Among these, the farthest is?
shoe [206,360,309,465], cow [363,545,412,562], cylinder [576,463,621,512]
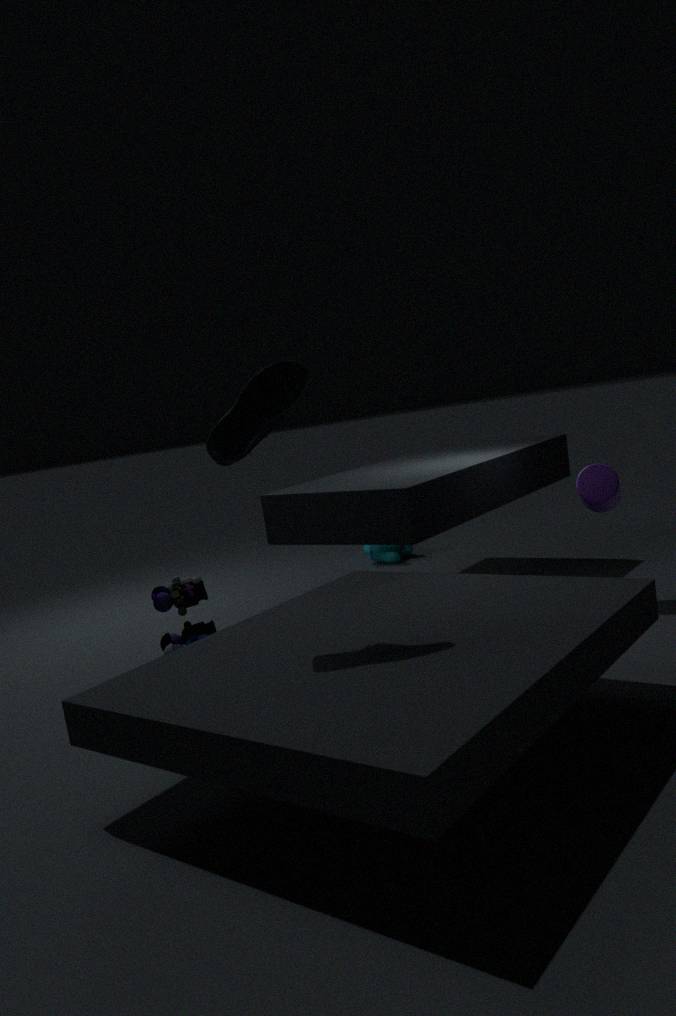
cow [363,545,412,562]
